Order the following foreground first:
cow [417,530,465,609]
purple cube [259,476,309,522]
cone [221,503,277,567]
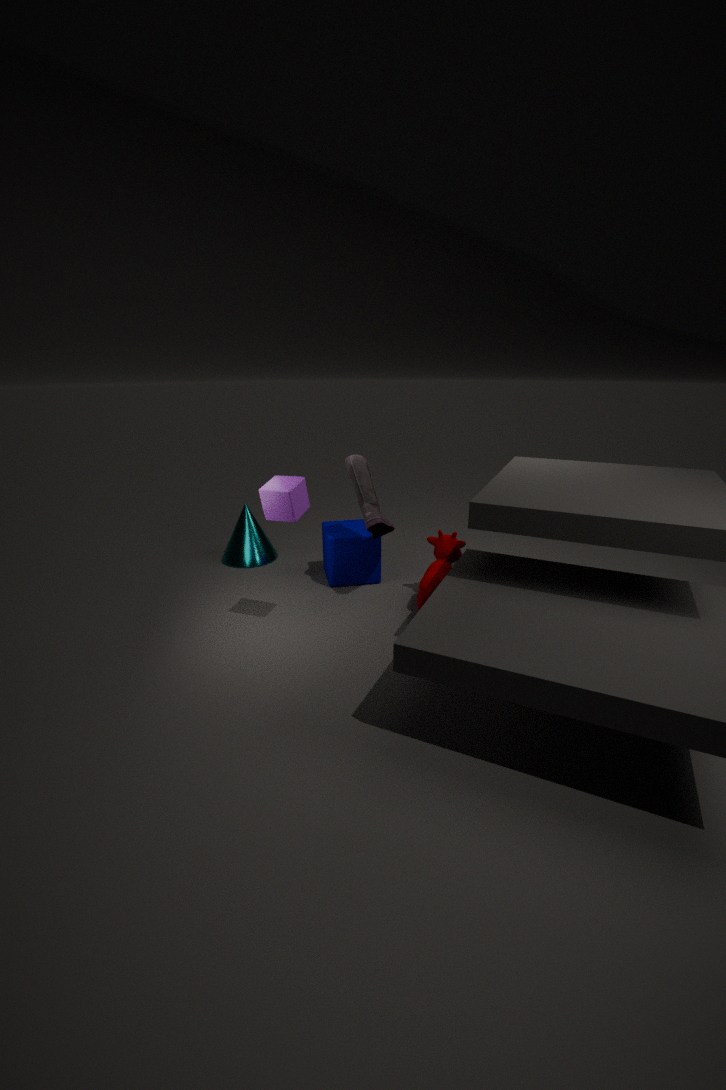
purple cube [259,476,309,522] → cow [417,530,465,609] → cone [221,503,277,567]
